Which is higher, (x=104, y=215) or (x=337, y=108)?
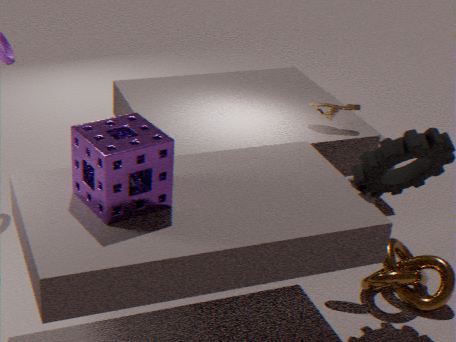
(x=104, y=215)
